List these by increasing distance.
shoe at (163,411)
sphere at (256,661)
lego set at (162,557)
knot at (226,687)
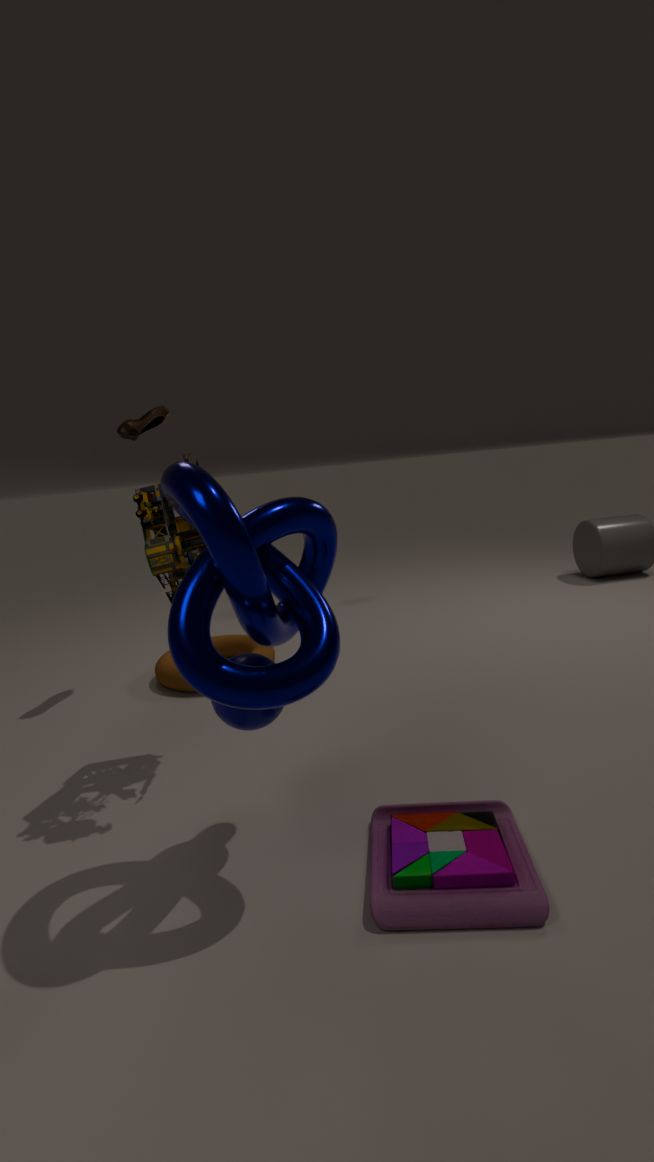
knot at (226,687), sphere at (256,661), lego set at (162,557), shoe at (163,411)
